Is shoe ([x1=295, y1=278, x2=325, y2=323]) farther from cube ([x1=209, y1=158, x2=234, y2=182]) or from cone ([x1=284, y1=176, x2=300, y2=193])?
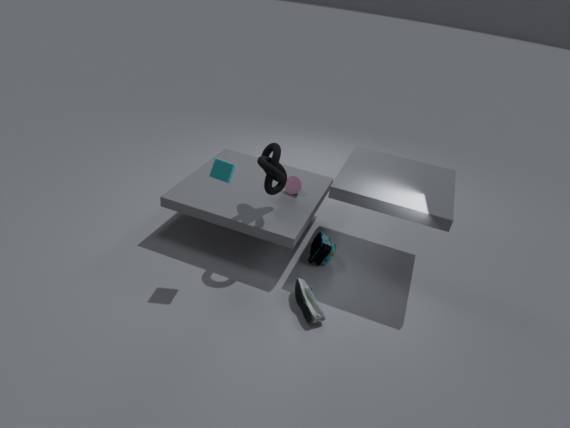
cube ([x1=209, y1=158, x2=234, y2=182])
